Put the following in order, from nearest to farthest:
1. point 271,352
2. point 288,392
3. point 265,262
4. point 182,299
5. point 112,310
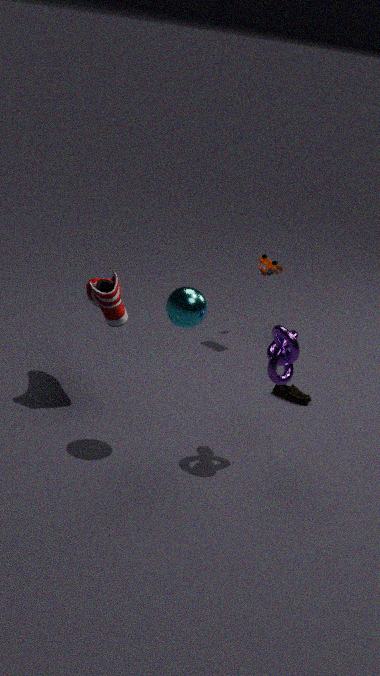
point 182,299 → point 271,352 → point 112,310 → point 288,392 → point 265,262
